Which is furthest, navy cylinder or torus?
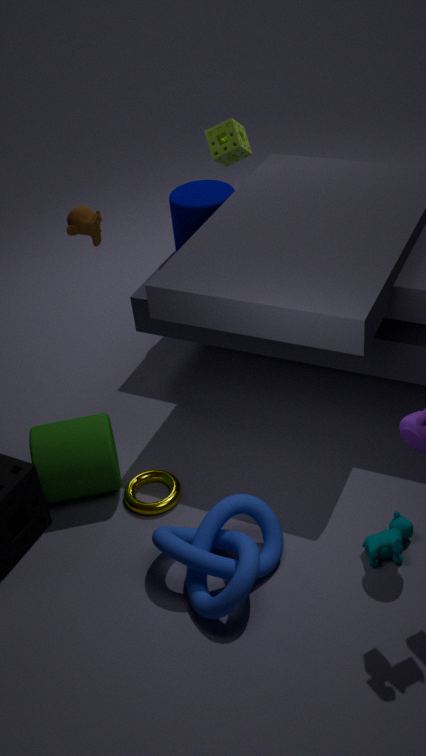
navy cylinder
